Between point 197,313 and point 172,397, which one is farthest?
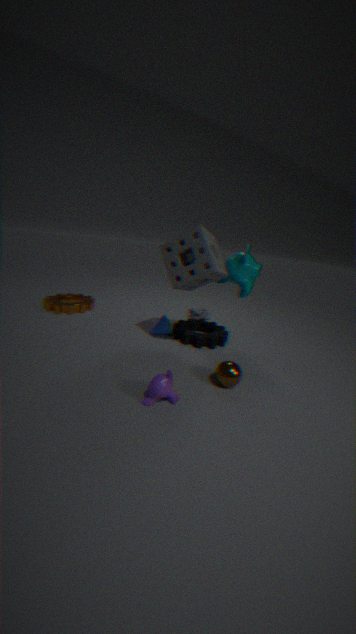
point 197,313
